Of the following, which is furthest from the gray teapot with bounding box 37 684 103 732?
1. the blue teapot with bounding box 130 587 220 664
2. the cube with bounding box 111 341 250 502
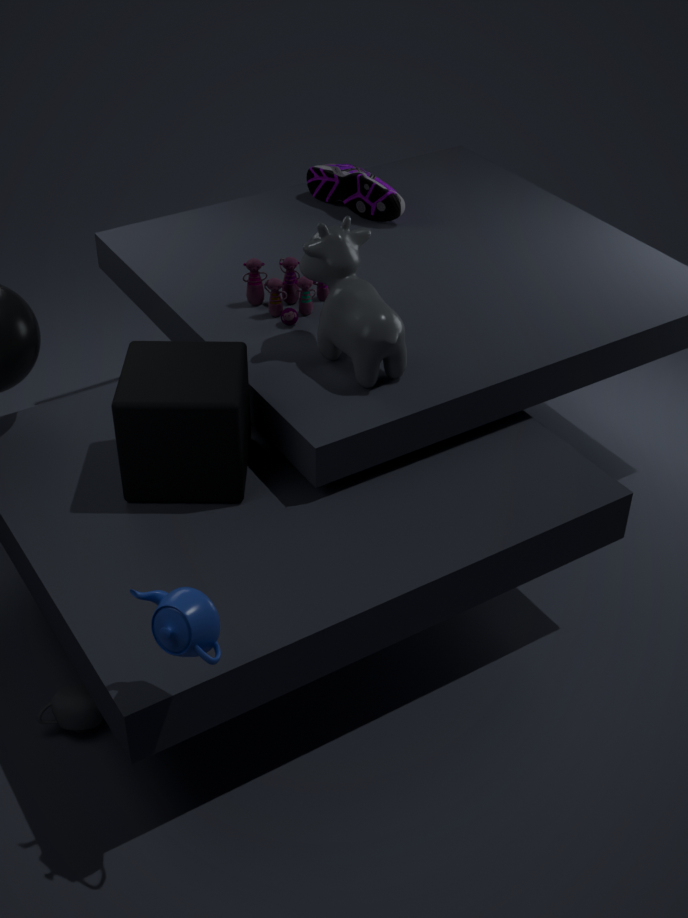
the blue teapot with bounding box 130 587 220 664
